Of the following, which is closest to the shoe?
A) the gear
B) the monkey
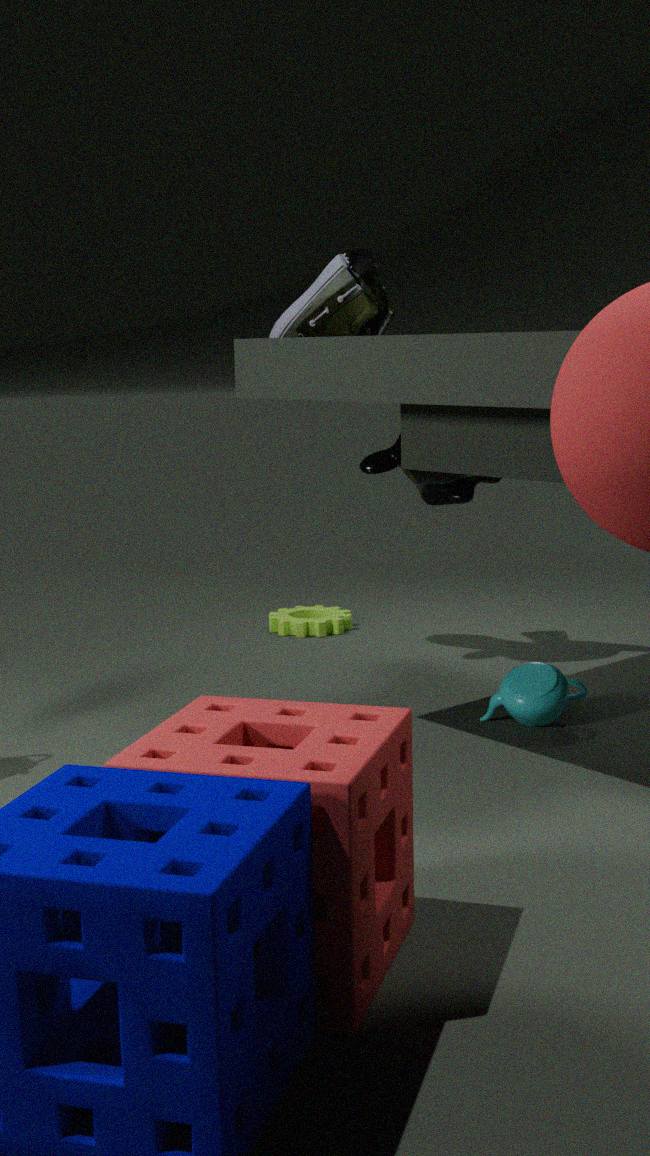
the monkey
